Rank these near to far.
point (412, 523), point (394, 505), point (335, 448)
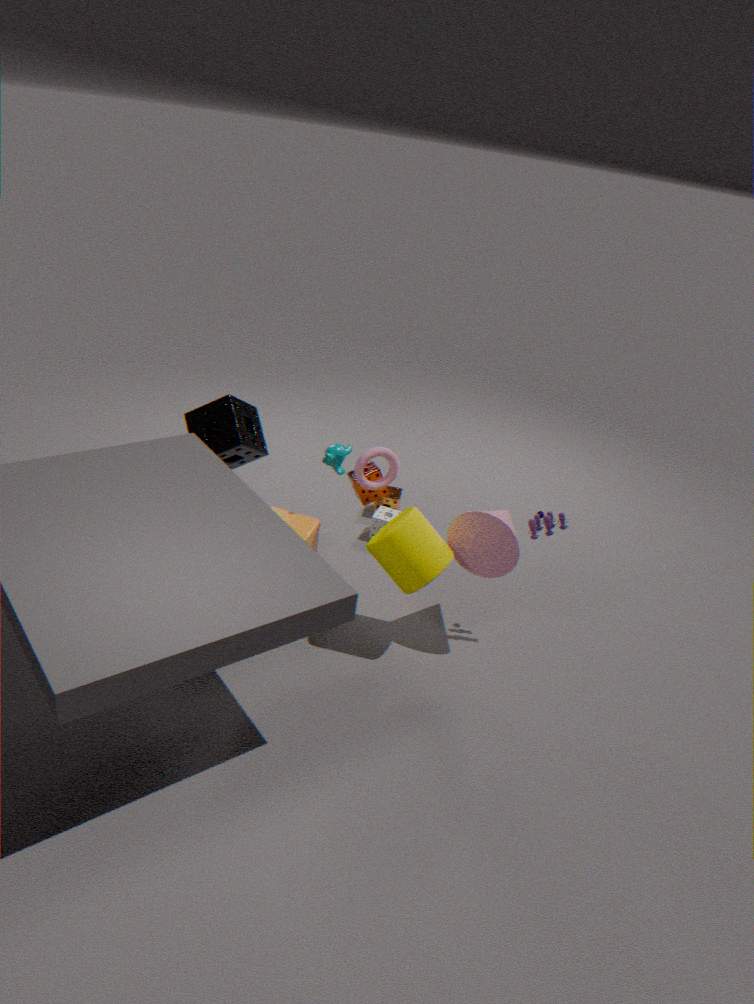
point (412, 523)
point (335, 448)
point (394, 505)
